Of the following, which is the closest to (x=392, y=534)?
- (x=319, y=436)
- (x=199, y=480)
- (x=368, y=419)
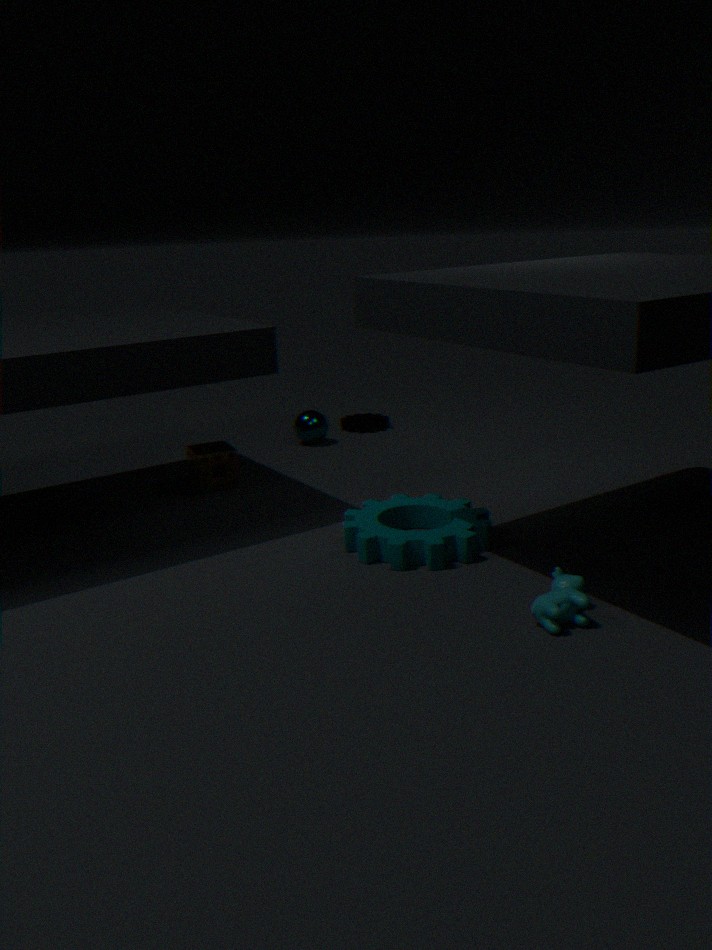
(x=199, y=480)
